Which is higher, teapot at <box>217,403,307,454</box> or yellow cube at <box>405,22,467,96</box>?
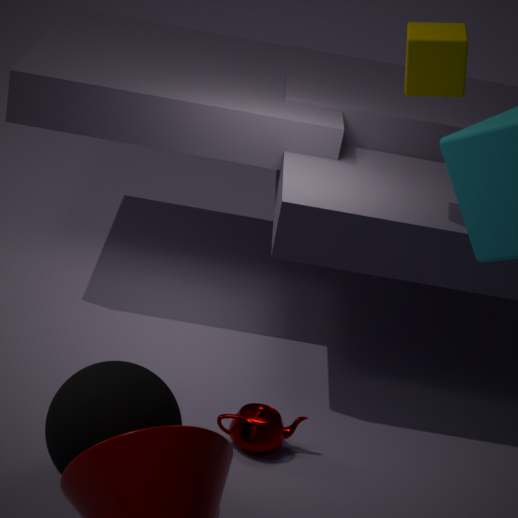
yellow cube at <box>405,22,467,96</box>
